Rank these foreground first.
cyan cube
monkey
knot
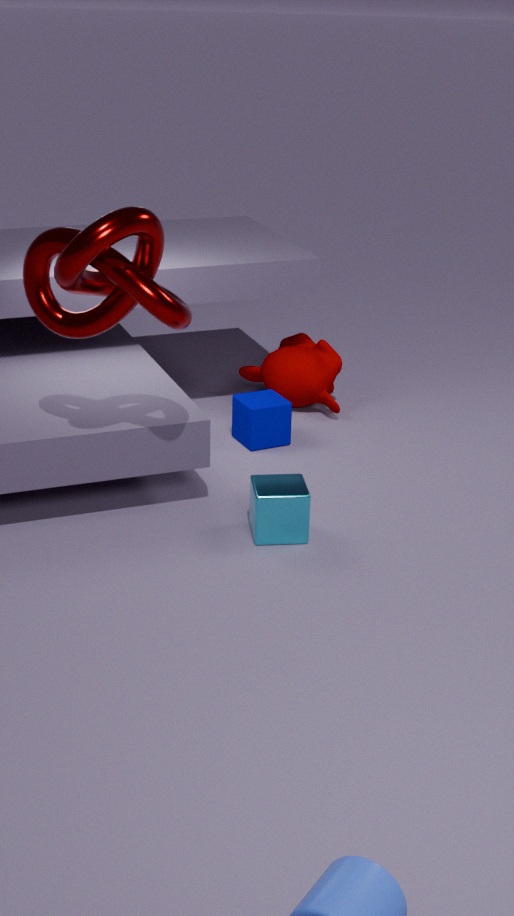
knot → cyan cube → monkey
